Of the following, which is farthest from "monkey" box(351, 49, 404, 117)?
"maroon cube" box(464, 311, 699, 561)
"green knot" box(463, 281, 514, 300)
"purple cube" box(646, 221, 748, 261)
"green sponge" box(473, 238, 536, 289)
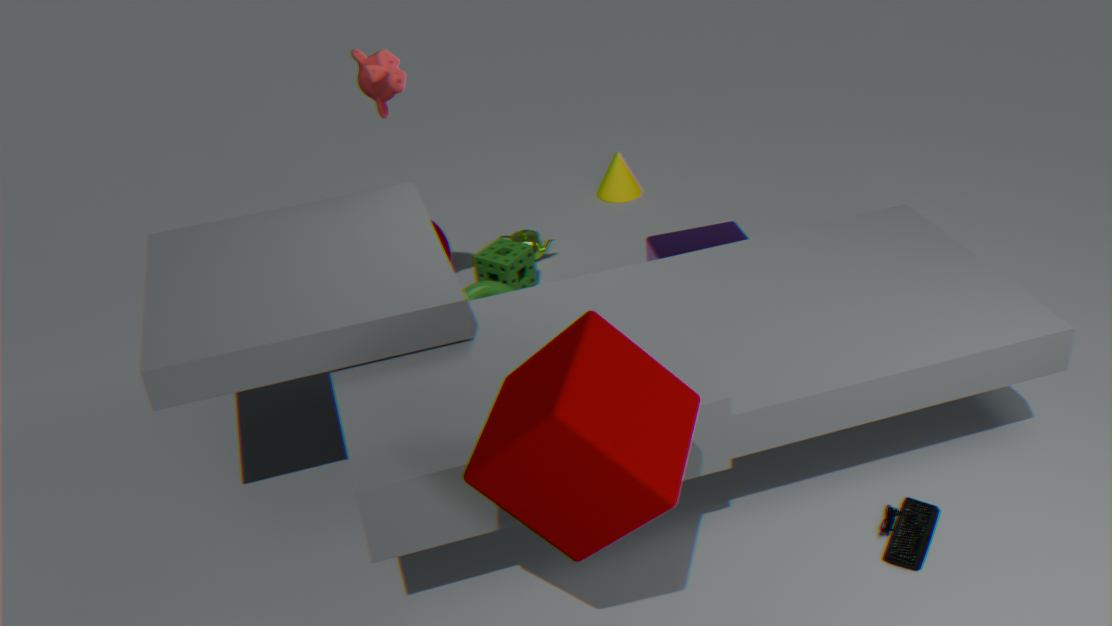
"maroon cube" box(464, 311, 699, 561)
